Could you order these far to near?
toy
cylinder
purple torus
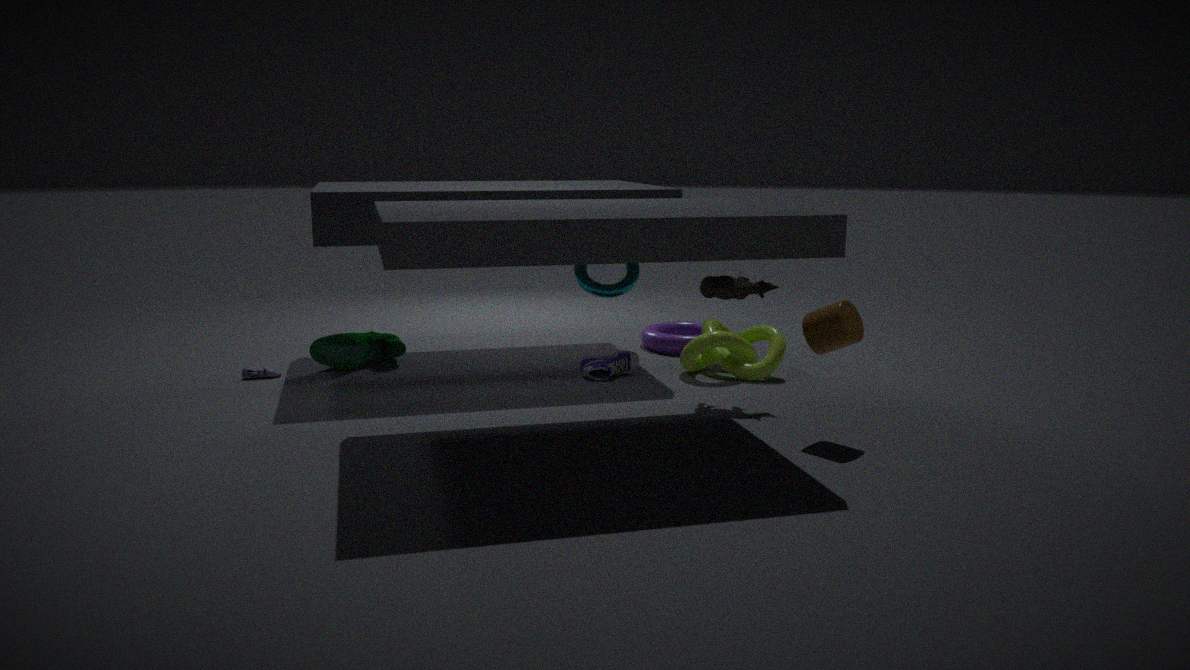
purple torus
toy
cylinder
